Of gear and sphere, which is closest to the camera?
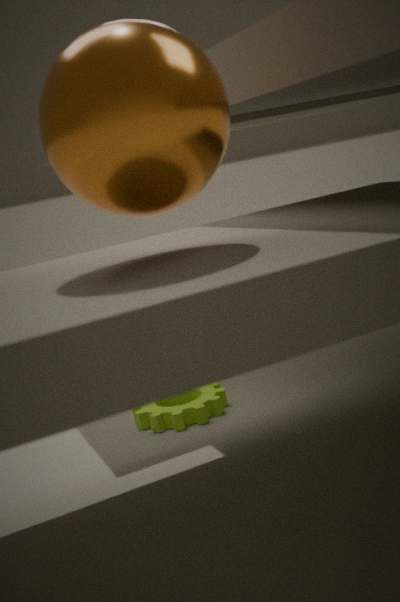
sphere
